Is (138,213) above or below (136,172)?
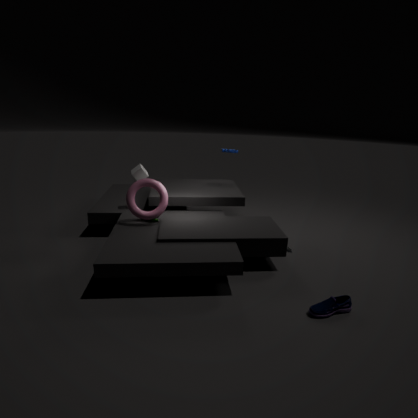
below
